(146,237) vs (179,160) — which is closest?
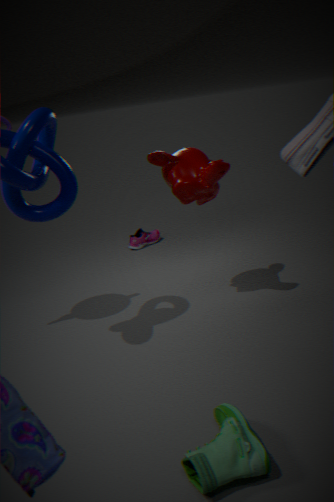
(179,160)
